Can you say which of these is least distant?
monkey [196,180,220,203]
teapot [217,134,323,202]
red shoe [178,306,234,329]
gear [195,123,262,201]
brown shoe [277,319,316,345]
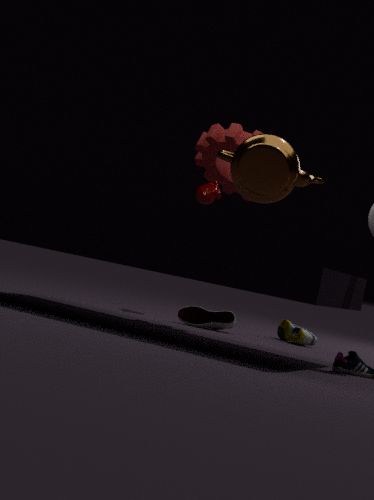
teapot [217,134,323,202]
